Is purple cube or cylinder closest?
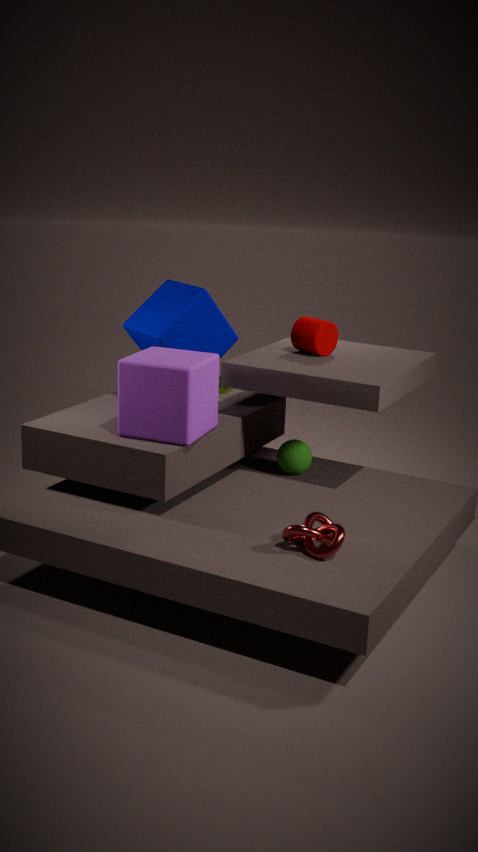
purple cube
